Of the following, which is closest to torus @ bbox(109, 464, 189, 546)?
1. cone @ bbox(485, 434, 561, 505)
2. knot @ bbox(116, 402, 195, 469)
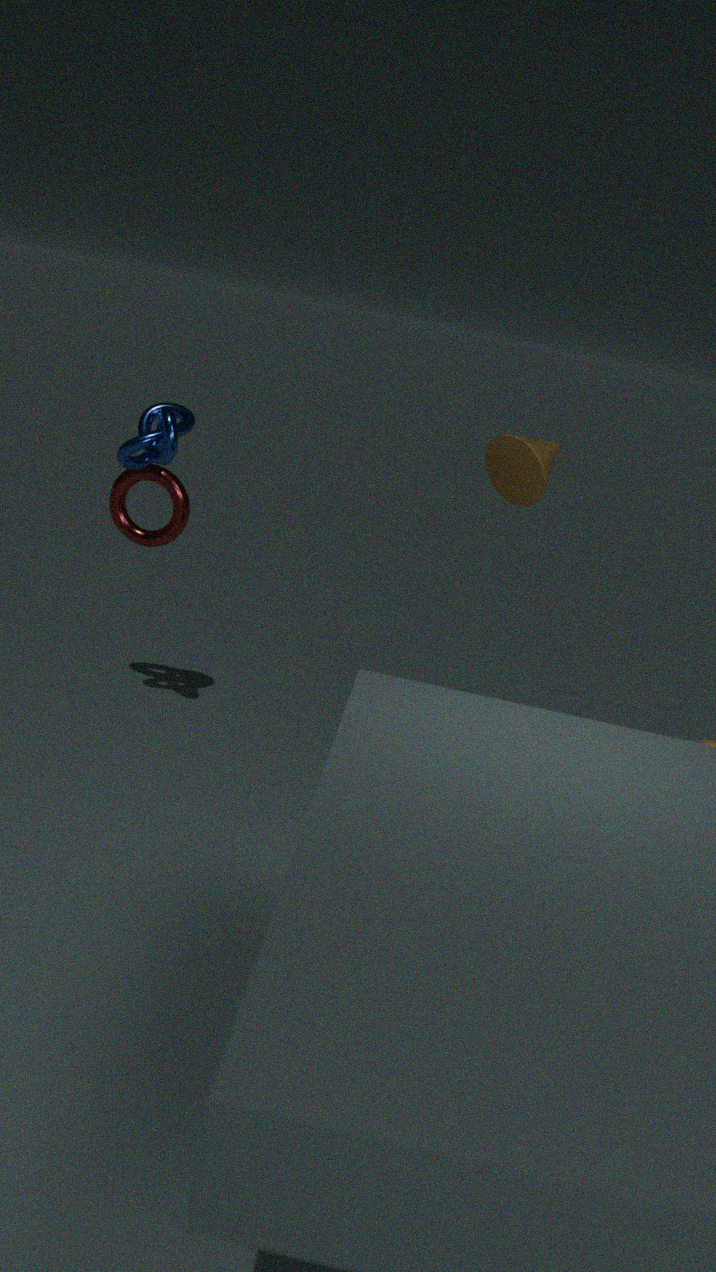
knot @ bbox(116, 402, 195, 469)
